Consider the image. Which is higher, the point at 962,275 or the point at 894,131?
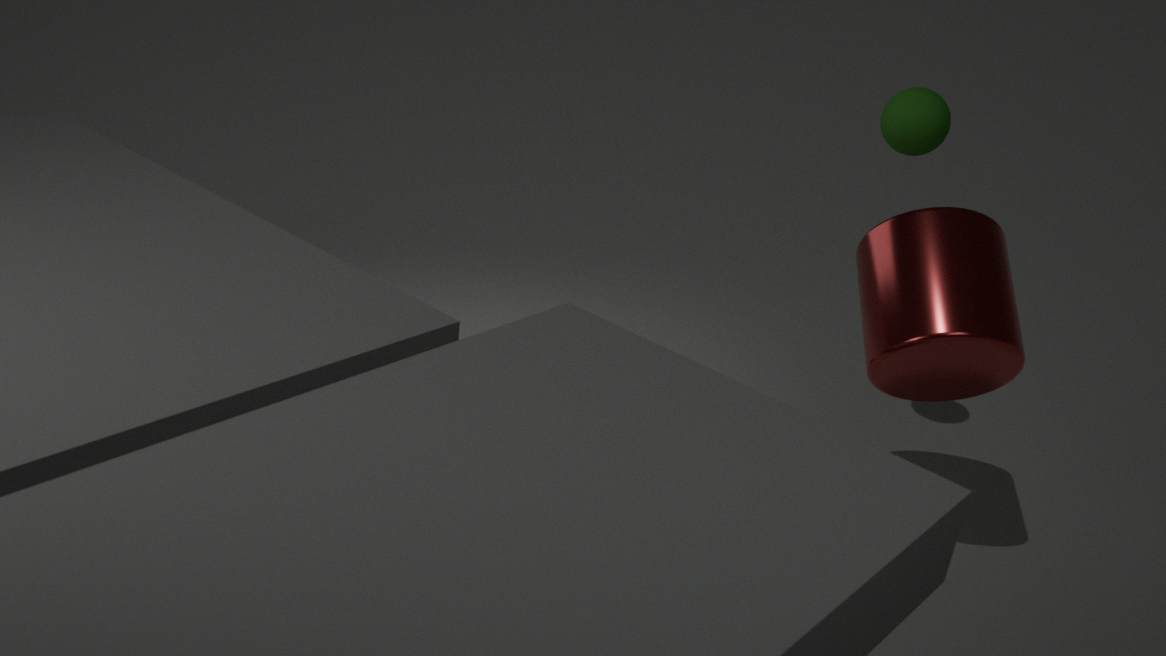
the point at 894,131
